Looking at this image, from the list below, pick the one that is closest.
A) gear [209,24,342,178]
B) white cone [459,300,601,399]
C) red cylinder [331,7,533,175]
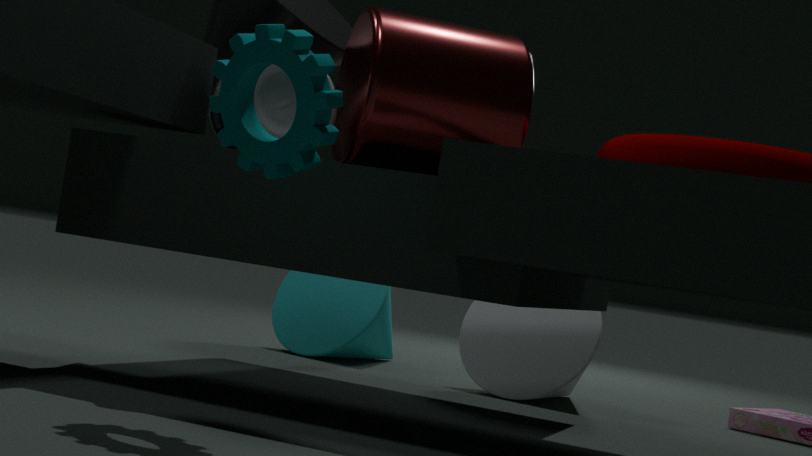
gear [209,24,342,178]
